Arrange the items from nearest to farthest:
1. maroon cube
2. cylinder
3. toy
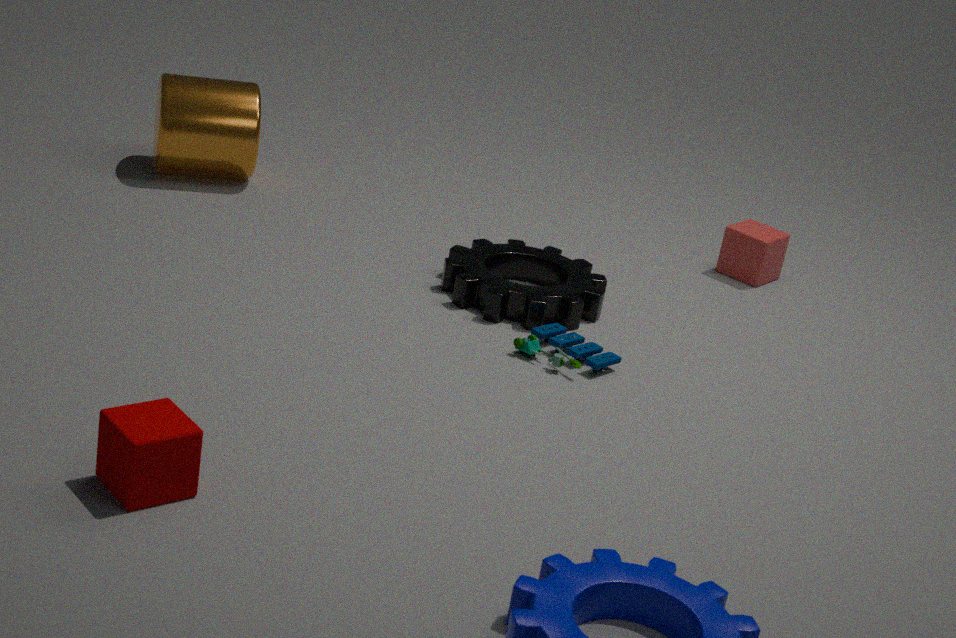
maroon cube → toy → cylinder
